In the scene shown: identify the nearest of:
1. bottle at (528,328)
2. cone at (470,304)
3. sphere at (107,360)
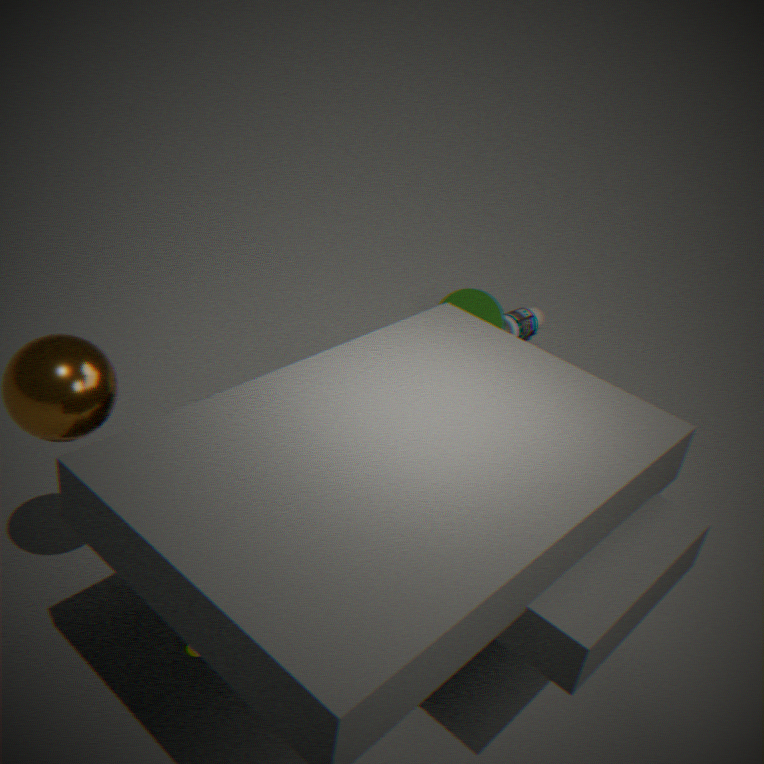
sphere at (107,360)
